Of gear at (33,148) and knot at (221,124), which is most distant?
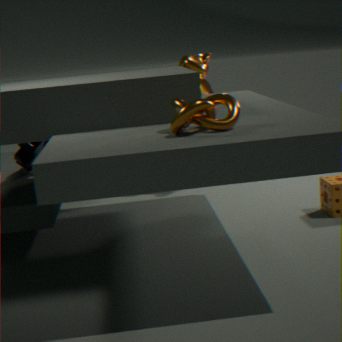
gear at (33,148)
